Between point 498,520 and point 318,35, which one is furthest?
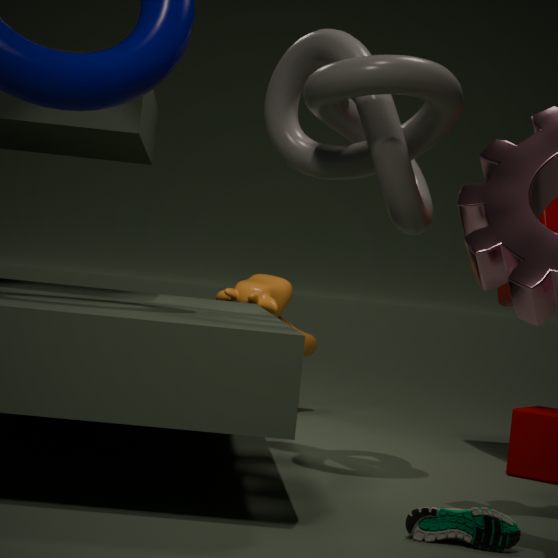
point 318,35
